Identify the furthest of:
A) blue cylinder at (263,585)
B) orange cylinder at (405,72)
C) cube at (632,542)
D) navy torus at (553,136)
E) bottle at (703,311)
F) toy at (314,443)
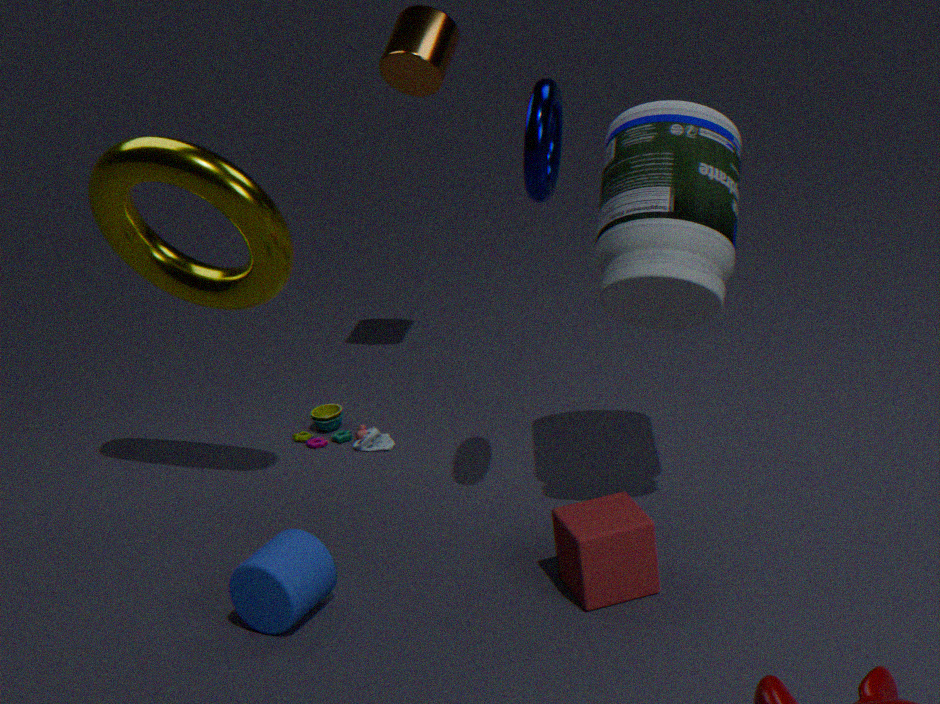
toy at (314,443)
